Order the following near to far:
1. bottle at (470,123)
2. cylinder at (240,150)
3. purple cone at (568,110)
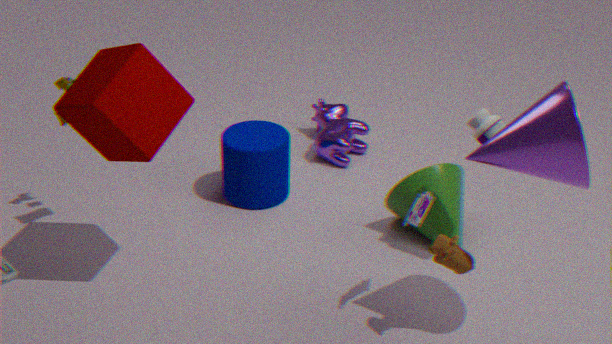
purple cone at (568,110) < bottle at (470,123) < cylinder at (240,150)
